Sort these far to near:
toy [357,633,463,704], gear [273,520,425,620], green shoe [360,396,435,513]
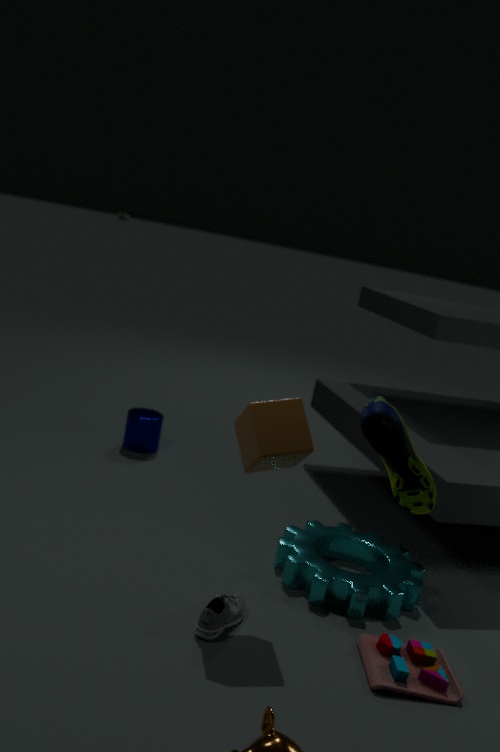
gear [273,520,425,620] → toy [357,633,463,704] → green shoe [360,396,435,513]
